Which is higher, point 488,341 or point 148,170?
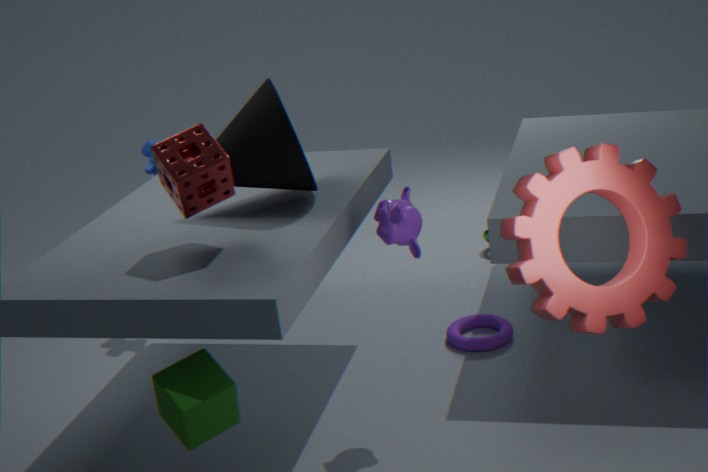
point 148,170
